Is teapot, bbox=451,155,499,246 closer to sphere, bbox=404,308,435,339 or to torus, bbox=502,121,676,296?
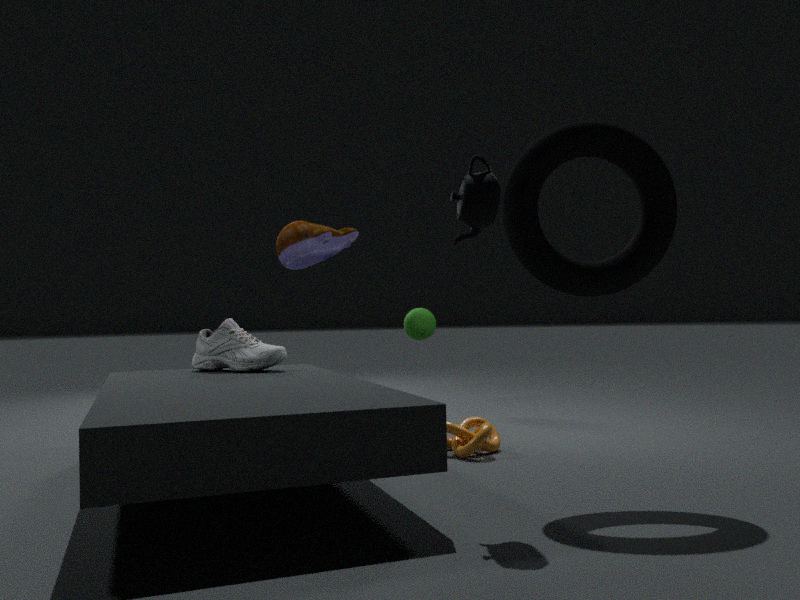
torus, bbox=502,121,676,296
